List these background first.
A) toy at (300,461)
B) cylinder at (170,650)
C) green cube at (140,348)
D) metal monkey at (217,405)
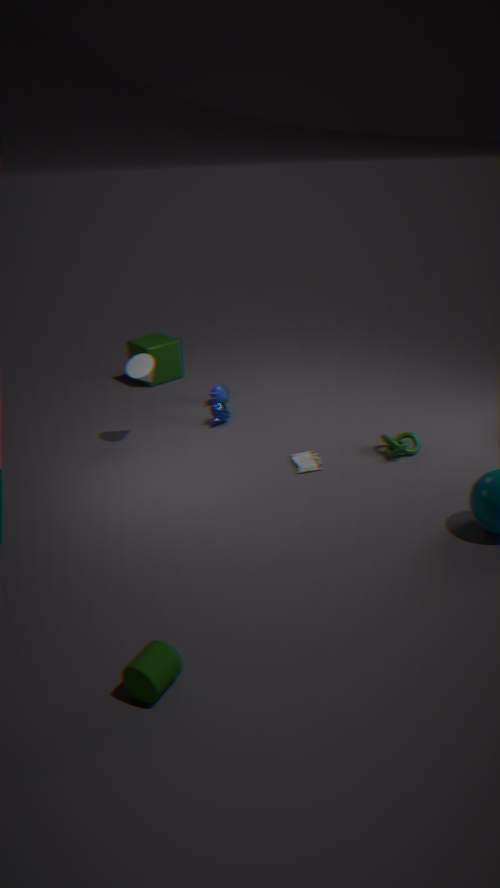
1. green cube at (140,348)
2. metal monkey at (217,405)
3. toy at (300,461)
4. cylinder at (170,650)
